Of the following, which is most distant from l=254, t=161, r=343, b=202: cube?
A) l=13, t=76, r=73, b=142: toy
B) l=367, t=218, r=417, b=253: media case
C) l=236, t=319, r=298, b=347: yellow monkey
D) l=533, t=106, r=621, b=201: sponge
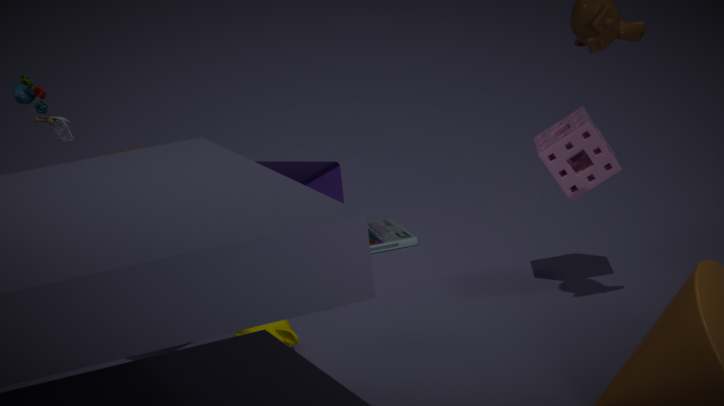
l=13, t=76, r=73, b=142: toy
